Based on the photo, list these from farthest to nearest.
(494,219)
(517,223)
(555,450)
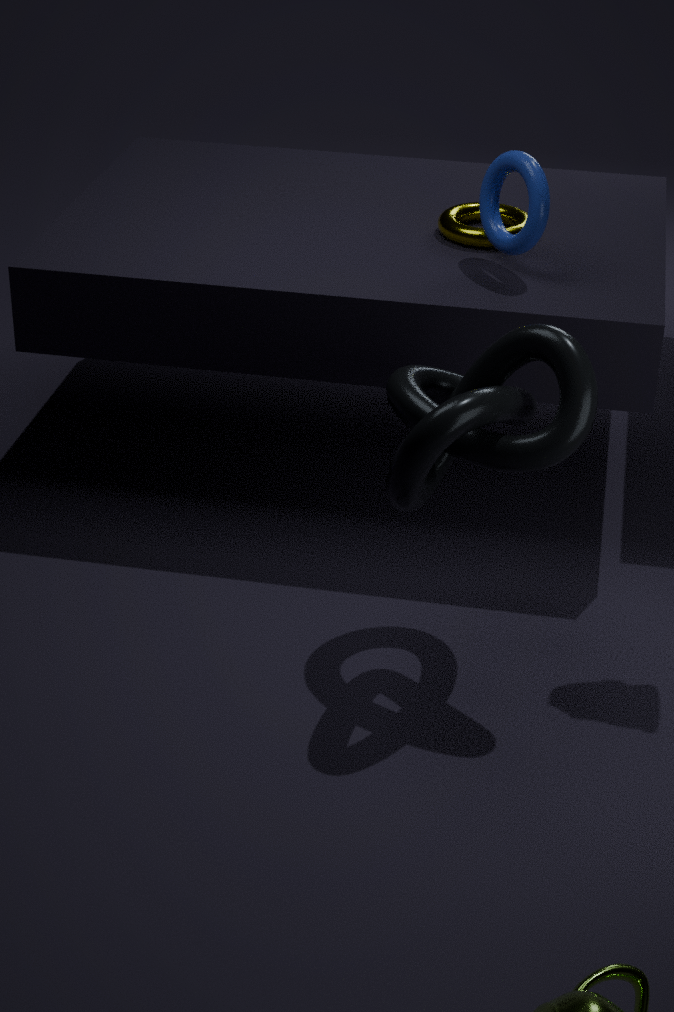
(517,223), (494,219), (555,450)
